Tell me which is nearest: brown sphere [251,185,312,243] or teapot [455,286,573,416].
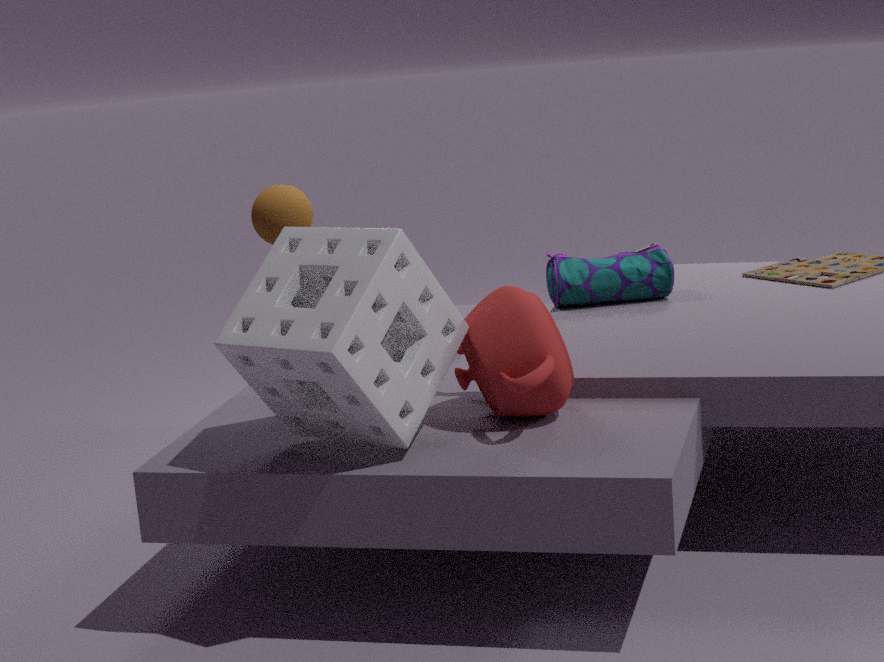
teapot [455,286,573,416]
